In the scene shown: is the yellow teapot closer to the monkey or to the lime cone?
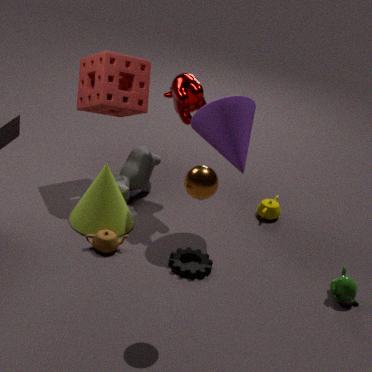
the monkey
